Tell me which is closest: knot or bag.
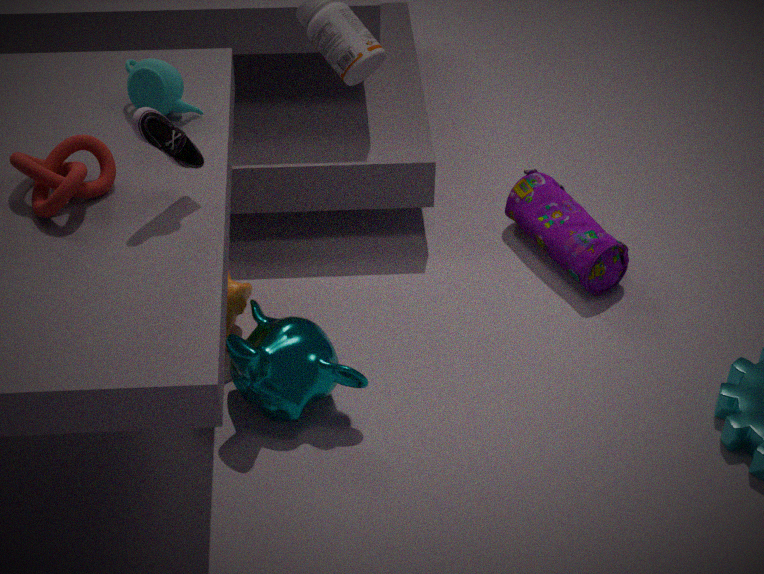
knot
